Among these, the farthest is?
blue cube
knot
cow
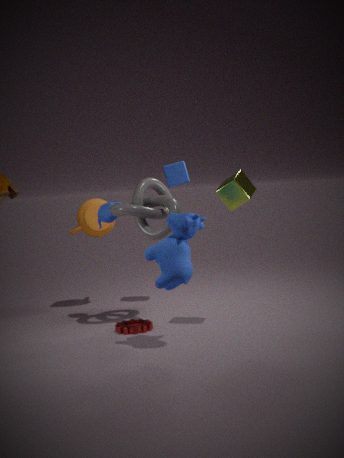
blue cube
